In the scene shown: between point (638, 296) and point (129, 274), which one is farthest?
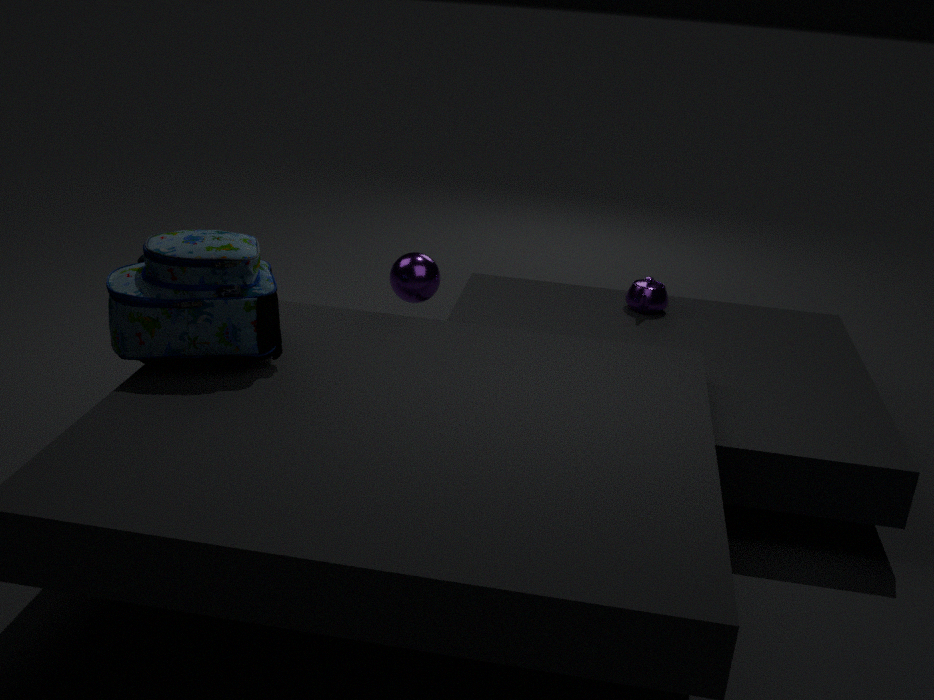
point (638, 296)
